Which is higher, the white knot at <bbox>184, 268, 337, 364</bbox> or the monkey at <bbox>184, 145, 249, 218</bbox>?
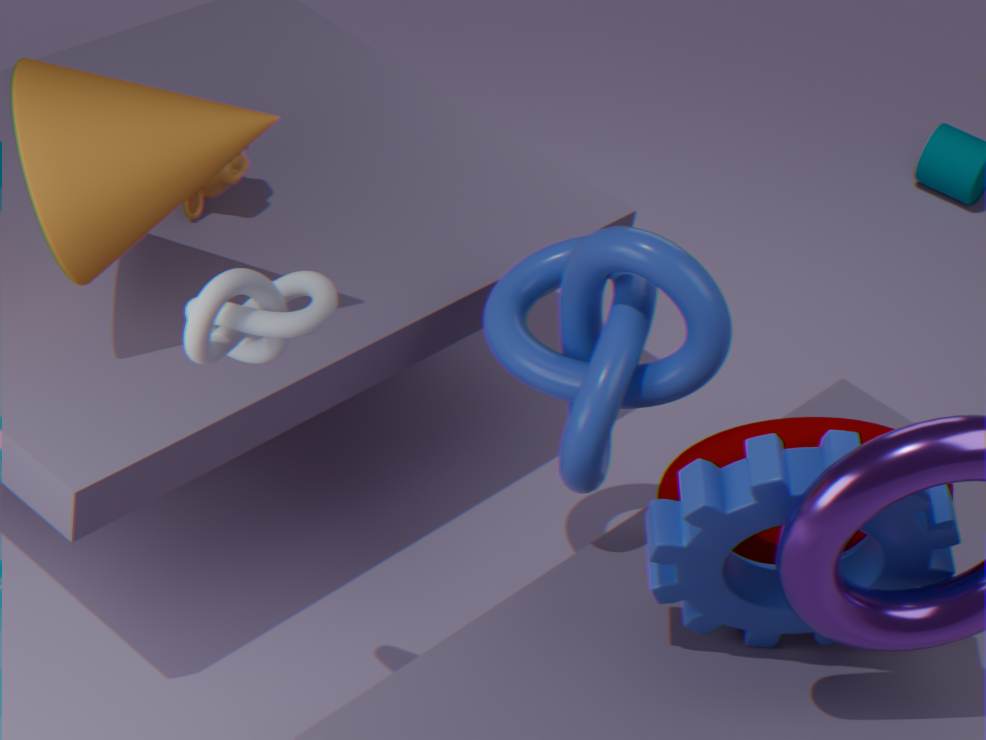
the white knot at <bbox>184, 268, 337, 364</bbox>
